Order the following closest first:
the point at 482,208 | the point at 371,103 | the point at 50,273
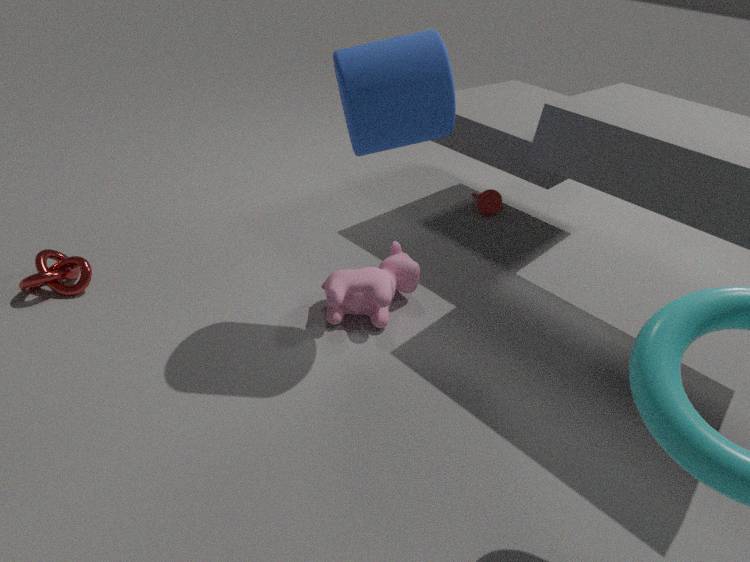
the point at 371,103 → the point at 50,273 → the point at 482,208
